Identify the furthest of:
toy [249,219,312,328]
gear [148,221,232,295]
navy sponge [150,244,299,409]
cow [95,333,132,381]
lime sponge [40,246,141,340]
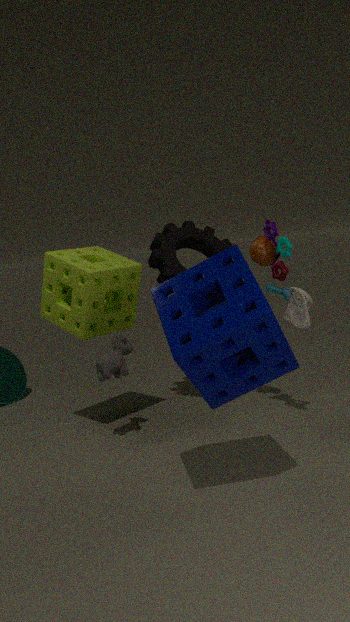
gear [148,221,232,295]
